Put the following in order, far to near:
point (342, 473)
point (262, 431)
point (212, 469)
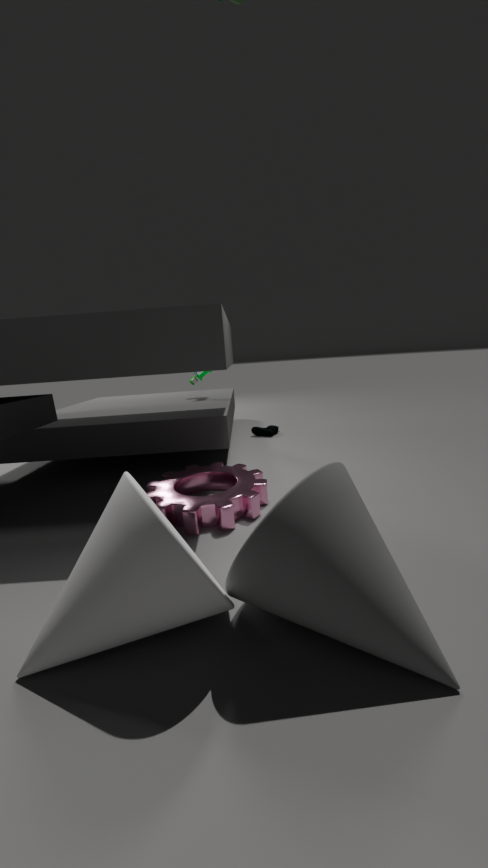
point (262, 431) → point (212, 469) → point (342, 473)
